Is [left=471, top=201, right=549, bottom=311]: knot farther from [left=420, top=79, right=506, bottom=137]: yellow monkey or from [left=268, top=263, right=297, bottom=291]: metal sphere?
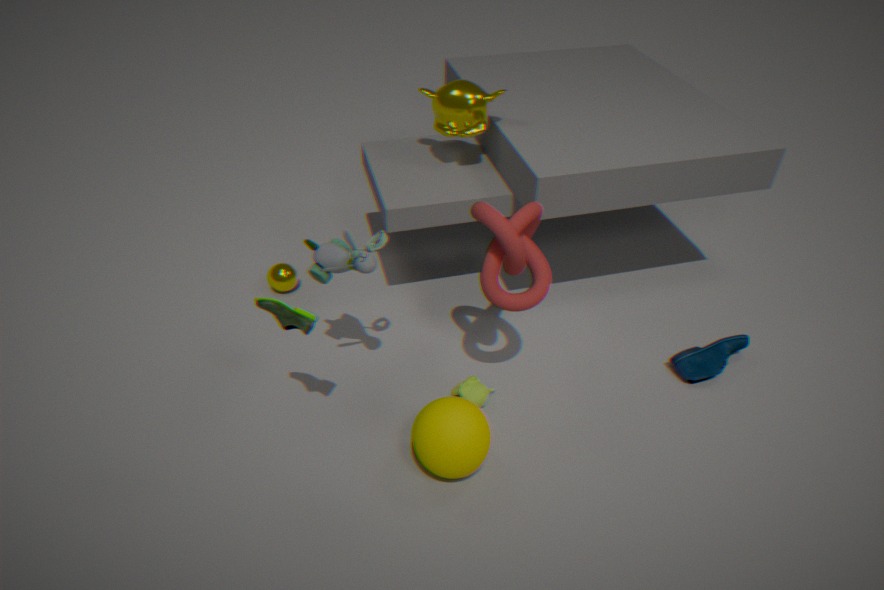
[left=268, top=263, right=297, bottom=291]: metal sphere
